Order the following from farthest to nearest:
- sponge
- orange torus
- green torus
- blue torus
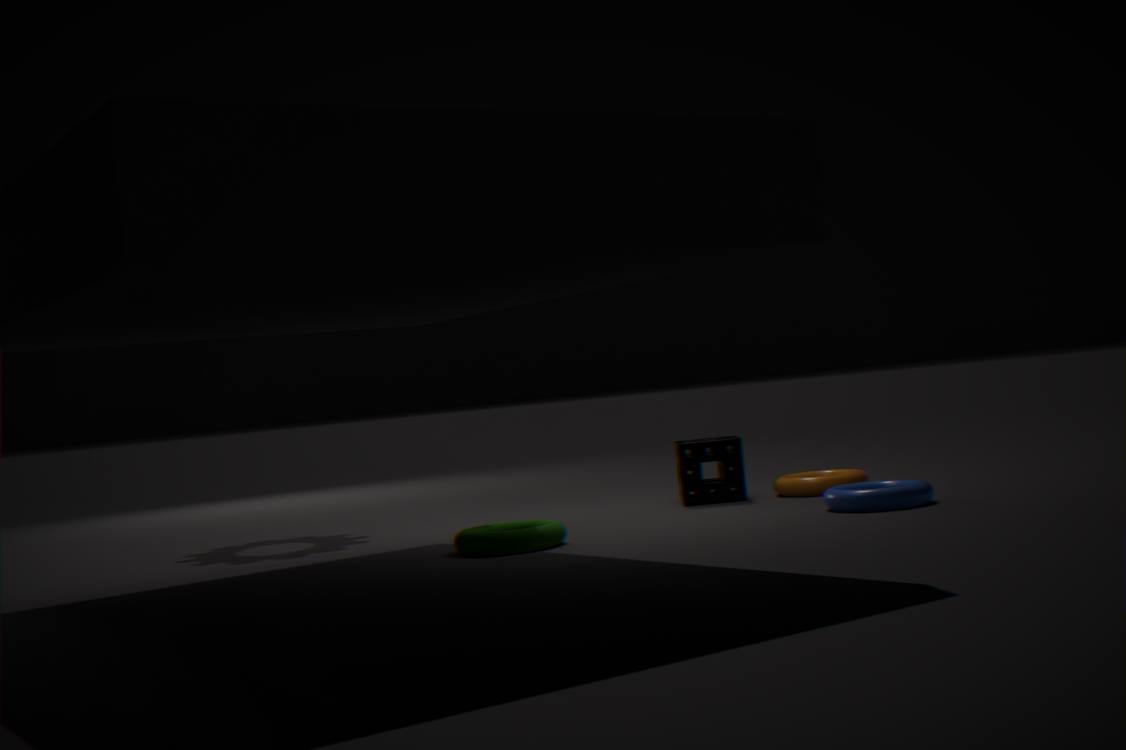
sponge
orange torus
blue torus
green torus
